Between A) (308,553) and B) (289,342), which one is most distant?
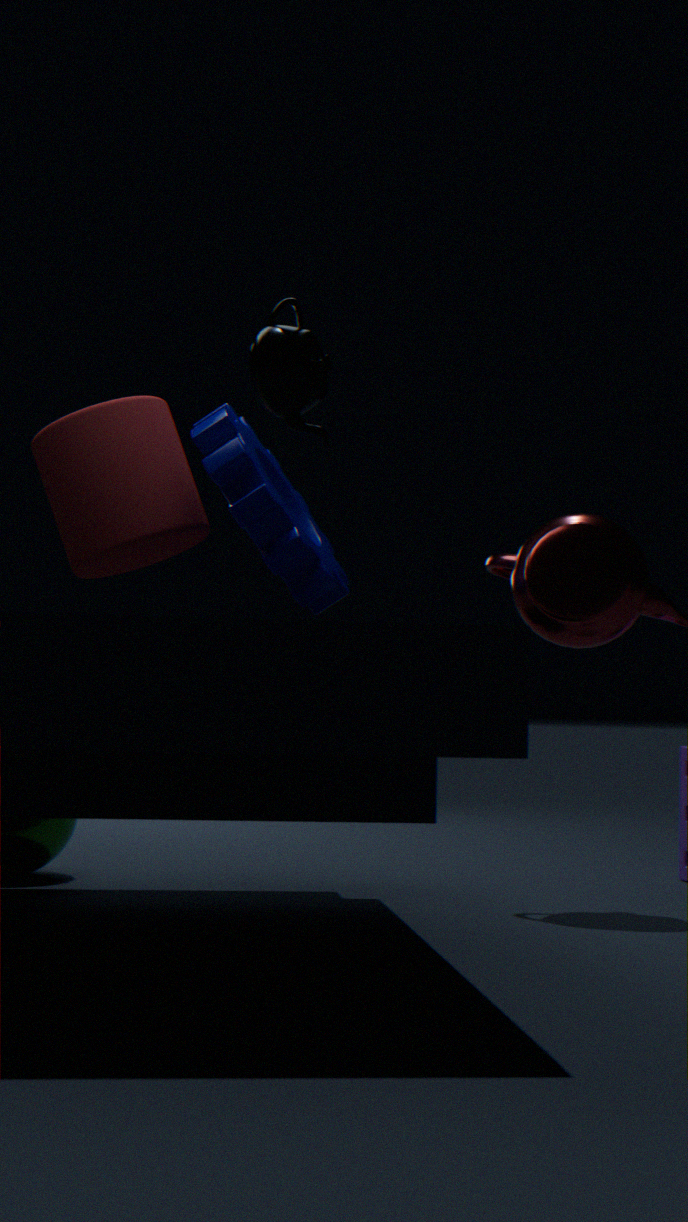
A. (308,553)
